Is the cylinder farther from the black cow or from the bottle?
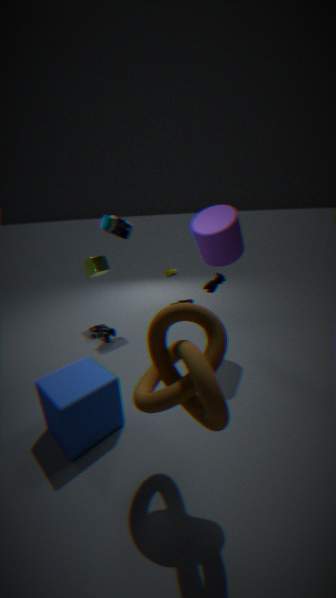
the bottle
